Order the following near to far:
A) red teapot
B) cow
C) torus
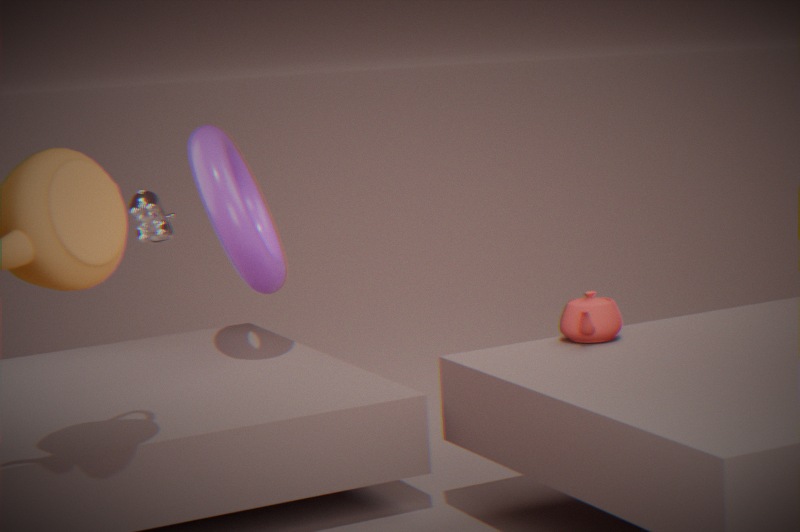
red teapot, torus, cow
